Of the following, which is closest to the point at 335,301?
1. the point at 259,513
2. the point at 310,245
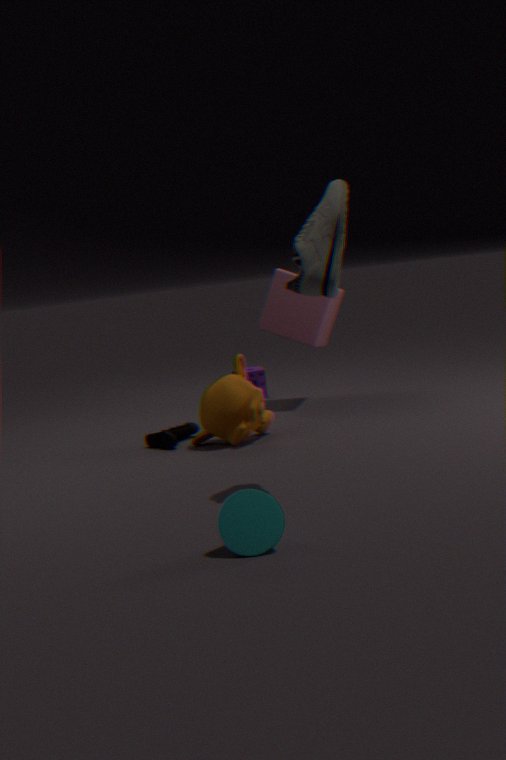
the point at 310,245
